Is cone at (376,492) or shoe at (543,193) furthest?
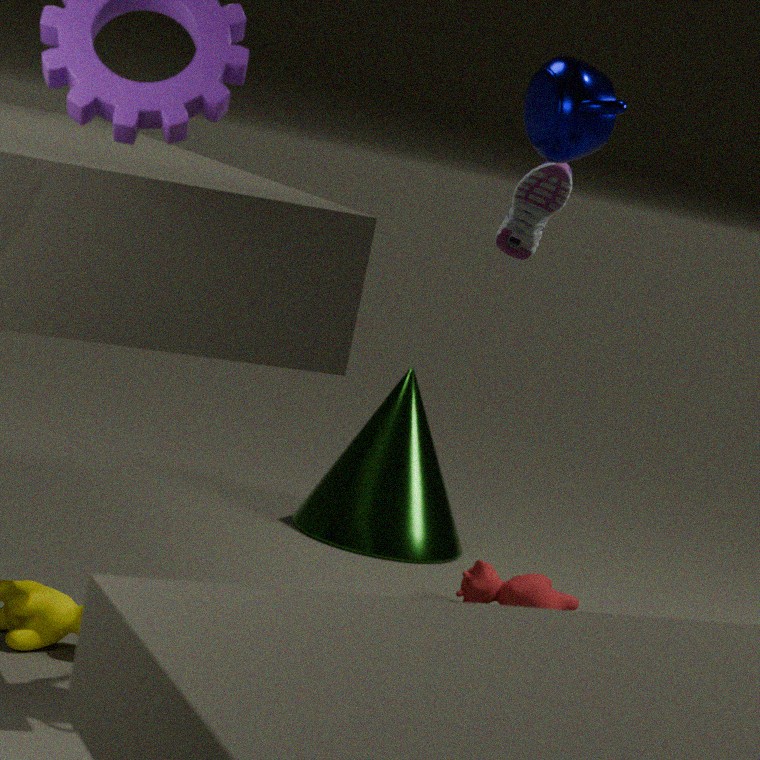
cone at (376,492)
